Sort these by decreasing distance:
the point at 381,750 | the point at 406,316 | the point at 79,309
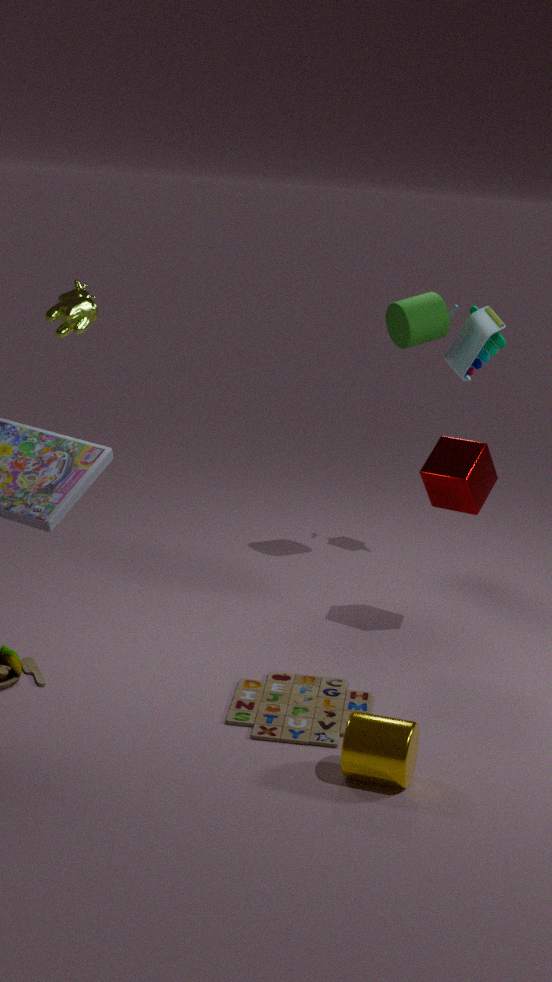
the point at 406,316 → the point at 79,309 → the point at 381,750
